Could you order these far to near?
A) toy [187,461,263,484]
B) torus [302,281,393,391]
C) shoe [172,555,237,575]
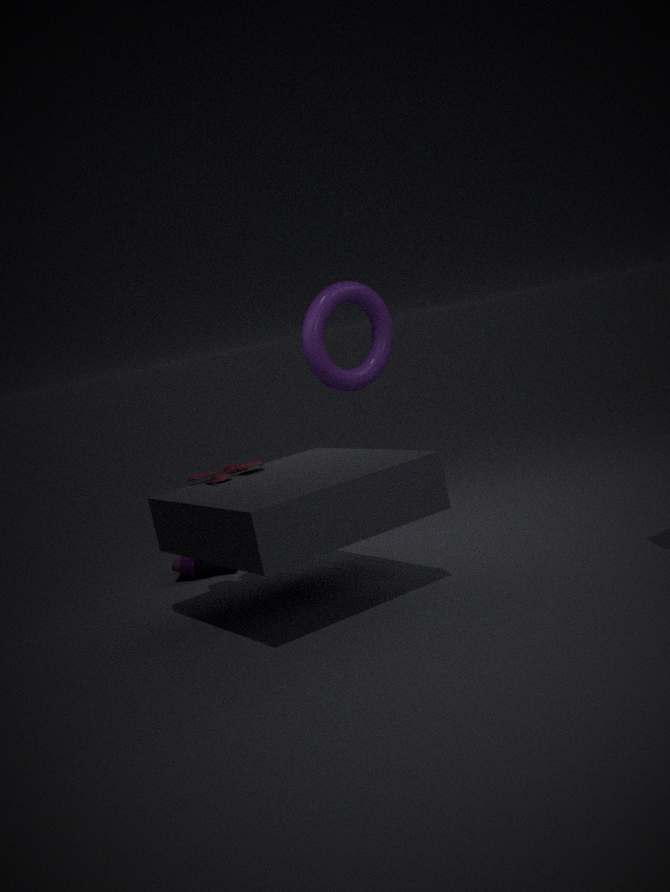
B. torus [302,281,393,391]
C. shoe [172,555,237,575]
A. toy [187,461,263,484]
